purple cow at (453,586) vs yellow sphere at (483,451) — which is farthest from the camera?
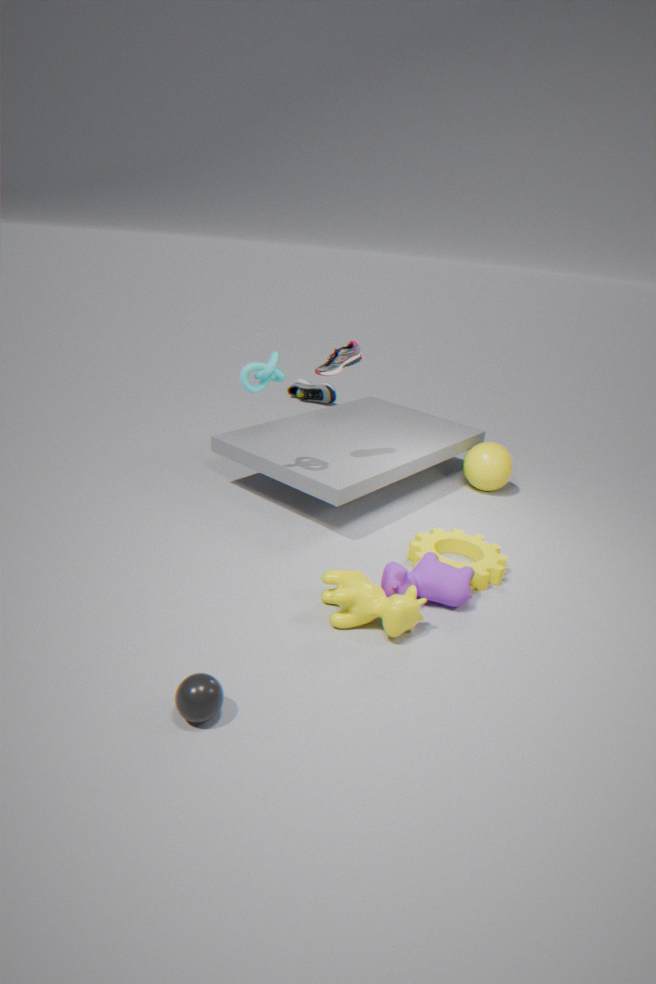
yellow sphere at (483,451)
